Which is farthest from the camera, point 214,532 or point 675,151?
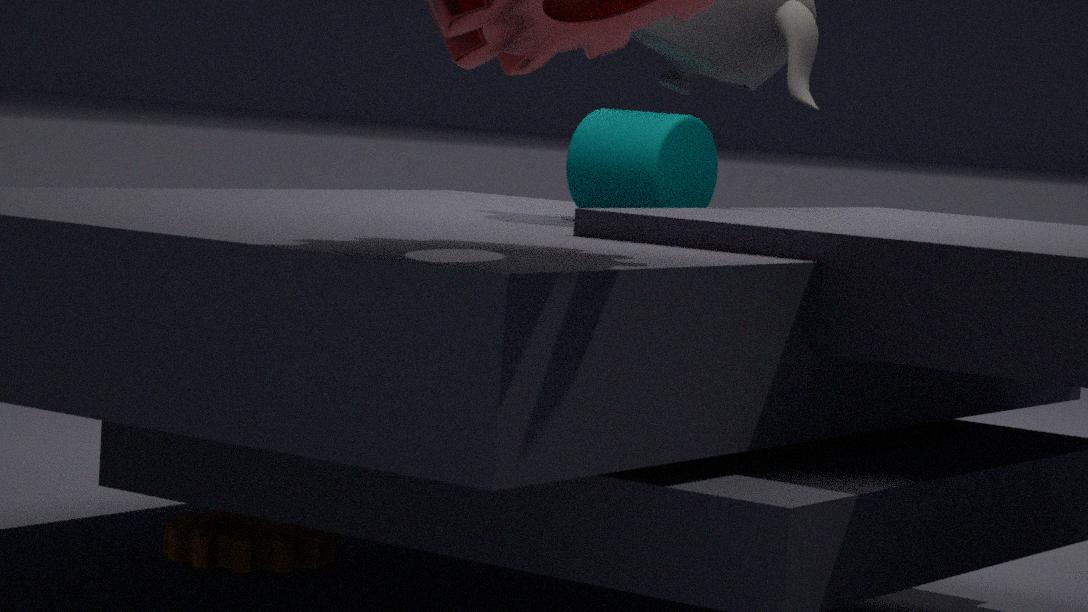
point 675,151
